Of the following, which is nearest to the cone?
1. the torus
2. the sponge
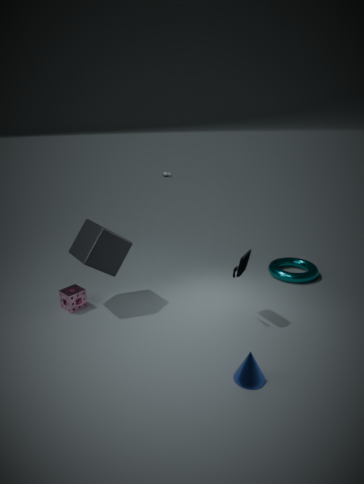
the torus
